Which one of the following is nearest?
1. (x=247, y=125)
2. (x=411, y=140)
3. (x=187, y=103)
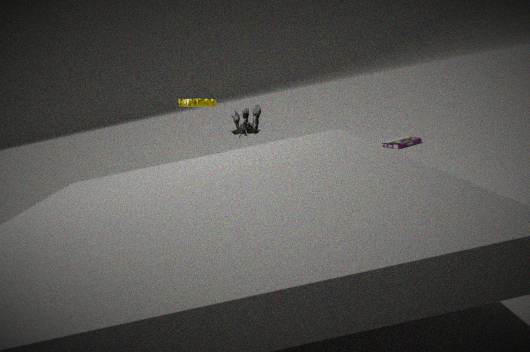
(x=187, y=103)
